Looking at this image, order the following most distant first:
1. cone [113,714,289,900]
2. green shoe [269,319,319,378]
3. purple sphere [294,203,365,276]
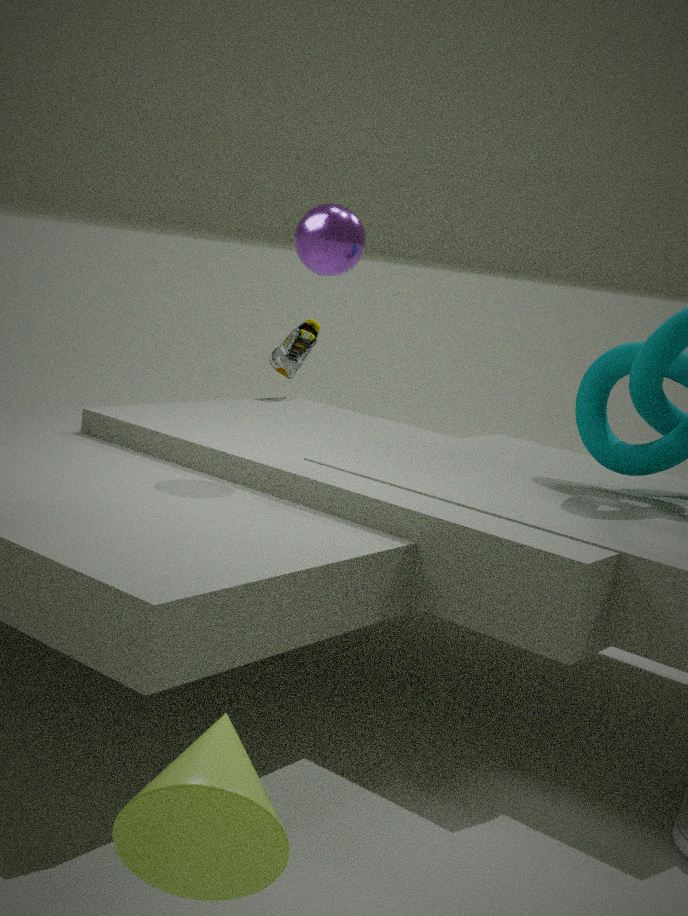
1. green shoe [269,319,319,378]
2. purple sphere [294,203,365,276]
3. cone [113,714,289,900]
